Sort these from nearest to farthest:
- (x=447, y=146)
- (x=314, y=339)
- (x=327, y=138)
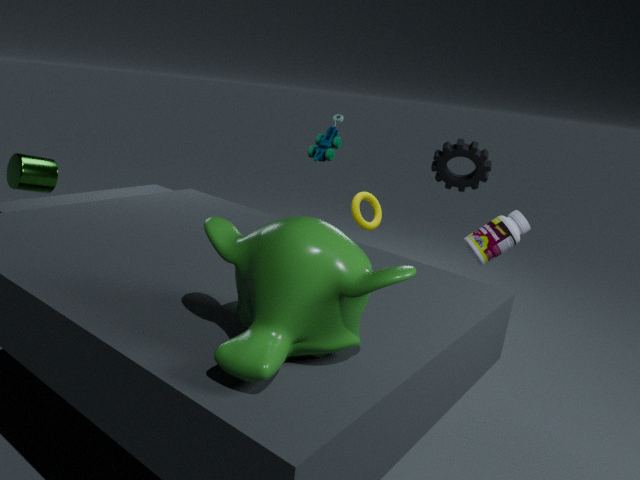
(x=314, y=339)
(x=447, y=146)
(x=327, y=138)
